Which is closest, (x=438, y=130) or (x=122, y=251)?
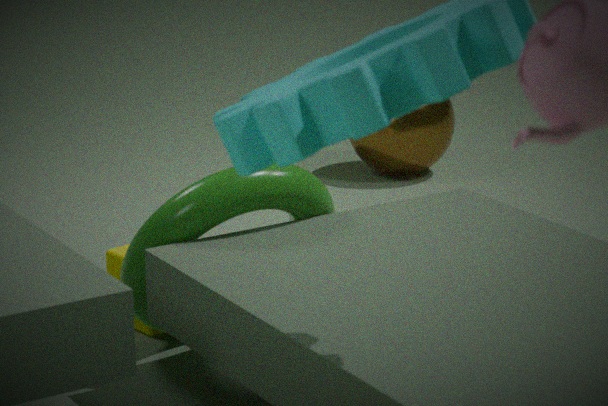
(x=122, y=251)
